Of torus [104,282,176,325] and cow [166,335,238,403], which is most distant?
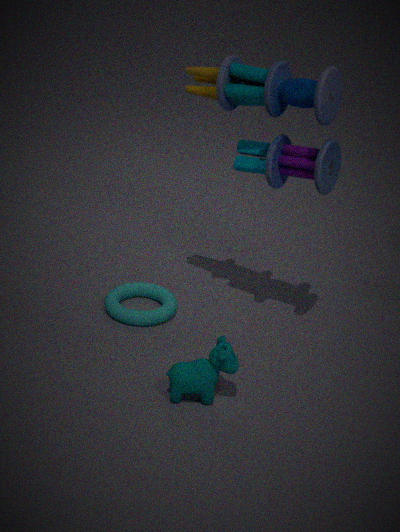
torus [104,282,176,325]
